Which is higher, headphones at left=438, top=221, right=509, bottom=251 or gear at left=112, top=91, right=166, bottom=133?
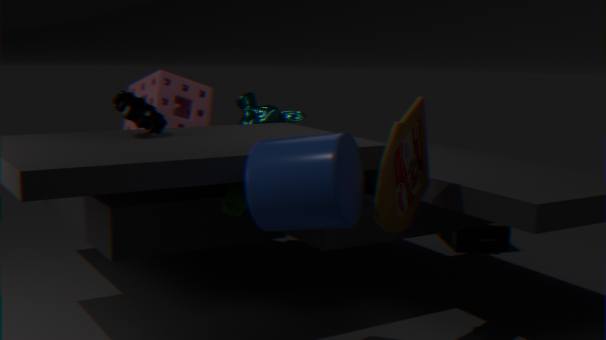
gear at left=112, top=91, right=166, bottom=133
